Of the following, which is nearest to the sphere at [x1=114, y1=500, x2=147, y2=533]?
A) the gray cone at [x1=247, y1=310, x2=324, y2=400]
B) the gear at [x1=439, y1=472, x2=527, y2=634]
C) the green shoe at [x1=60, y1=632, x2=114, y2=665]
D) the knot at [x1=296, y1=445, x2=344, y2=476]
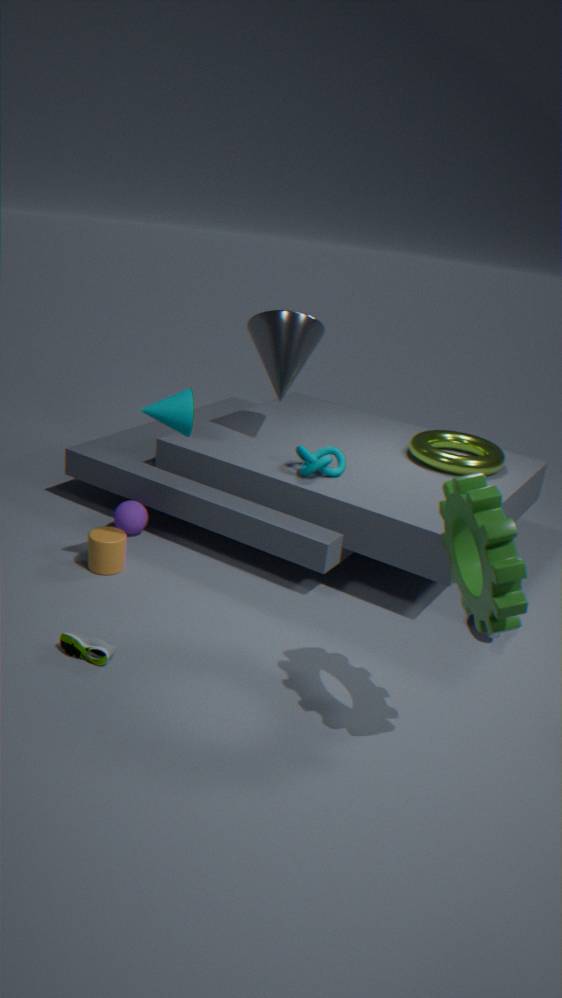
the knot at [x1=296, y1=445, x2=344, y2=476]
